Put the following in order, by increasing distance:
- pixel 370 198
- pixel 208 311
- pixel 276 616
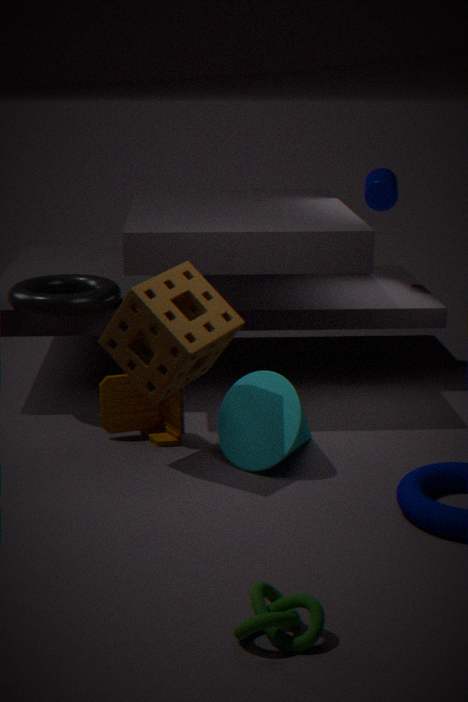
pixel 276 616
pixel 208 311
pixel 370 198
